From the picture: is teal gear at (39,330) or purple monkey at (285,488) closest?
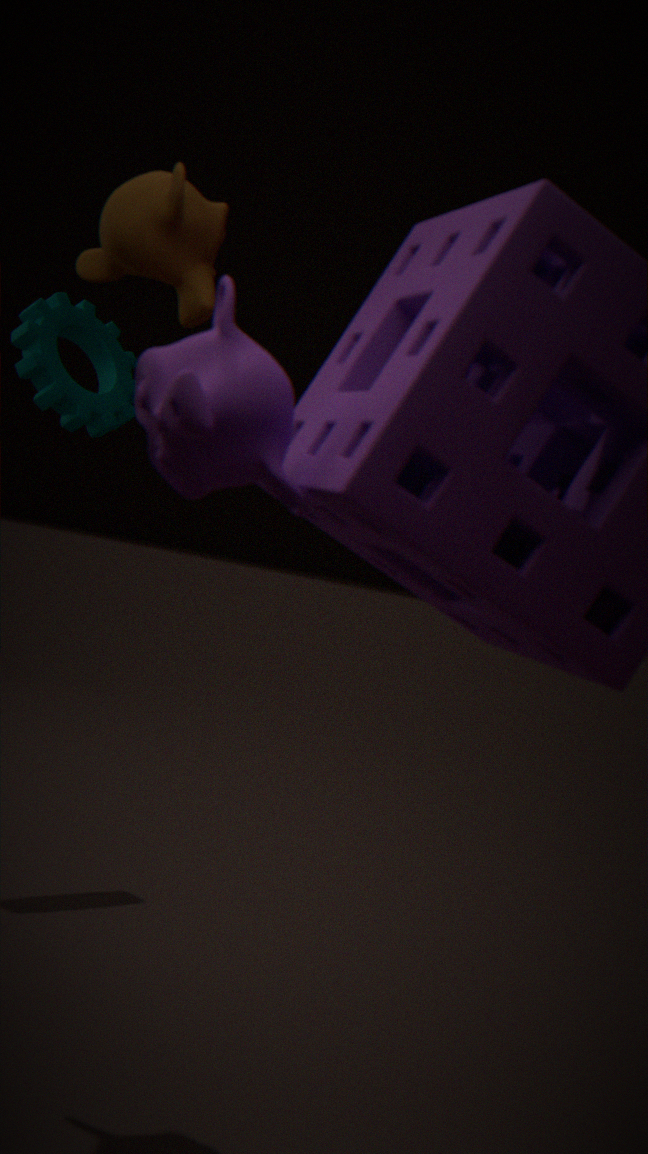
purple monkey at (285,488)
